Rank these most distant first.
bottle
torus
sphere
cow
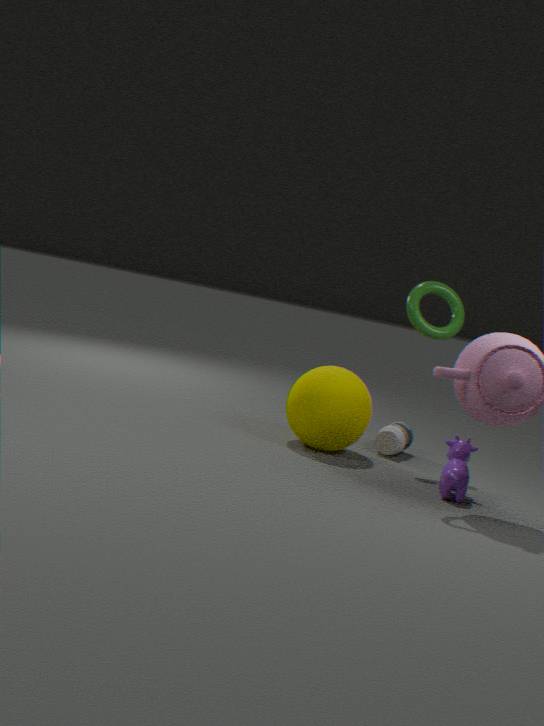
bottle < torus < sphere < cow
